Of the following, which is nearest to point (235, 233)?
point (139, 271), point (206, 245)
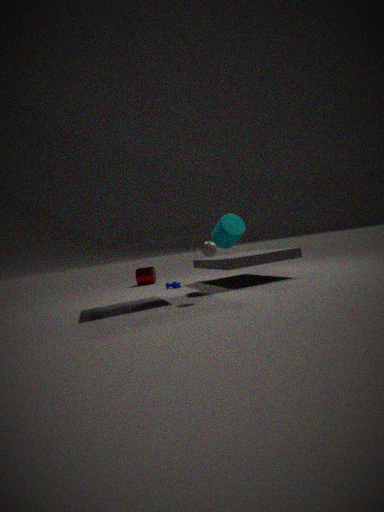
point (206, 245)
